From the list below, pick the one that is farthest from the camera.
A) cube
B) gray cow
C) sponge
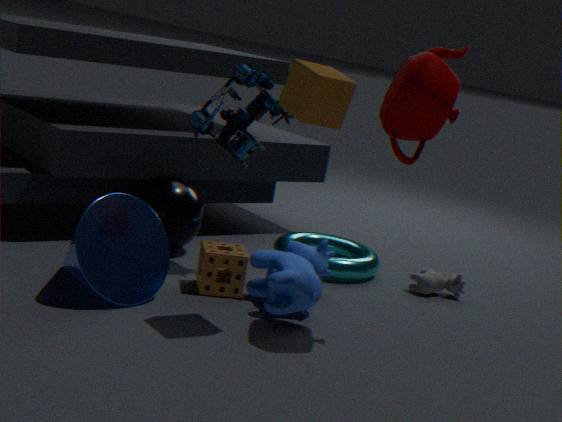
gray cow
